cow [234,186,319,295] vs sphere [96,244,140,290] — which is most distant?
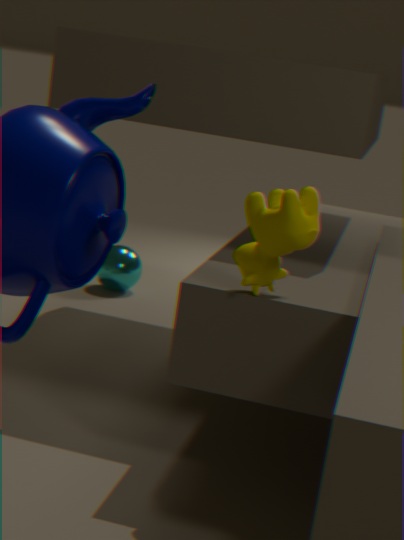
sphere [96,244,140,290]
